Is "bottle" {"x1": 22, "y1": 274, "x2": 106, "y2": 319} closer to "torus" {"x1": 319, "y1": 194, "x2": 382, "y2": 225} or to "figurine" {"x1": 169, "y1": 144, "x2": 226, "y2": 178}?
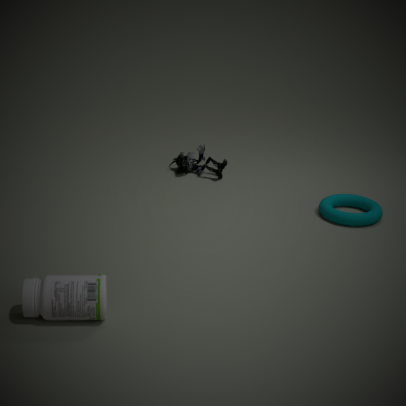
"torus" {"x1": 319, "y1": 194, "x2": 382, "y2": 225}
